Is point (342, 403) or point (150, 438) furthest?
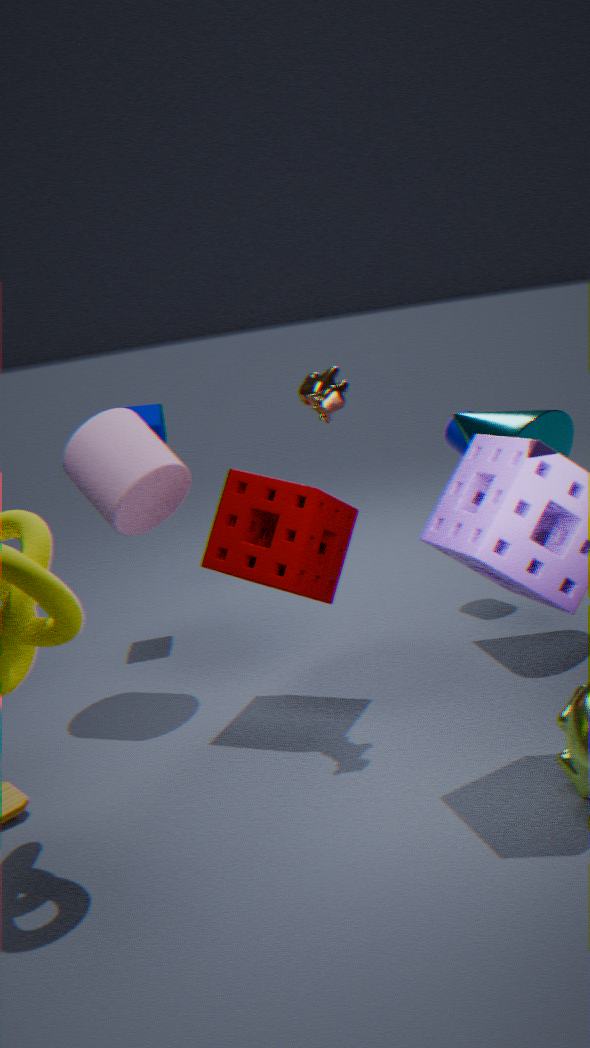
point (150, 438)
